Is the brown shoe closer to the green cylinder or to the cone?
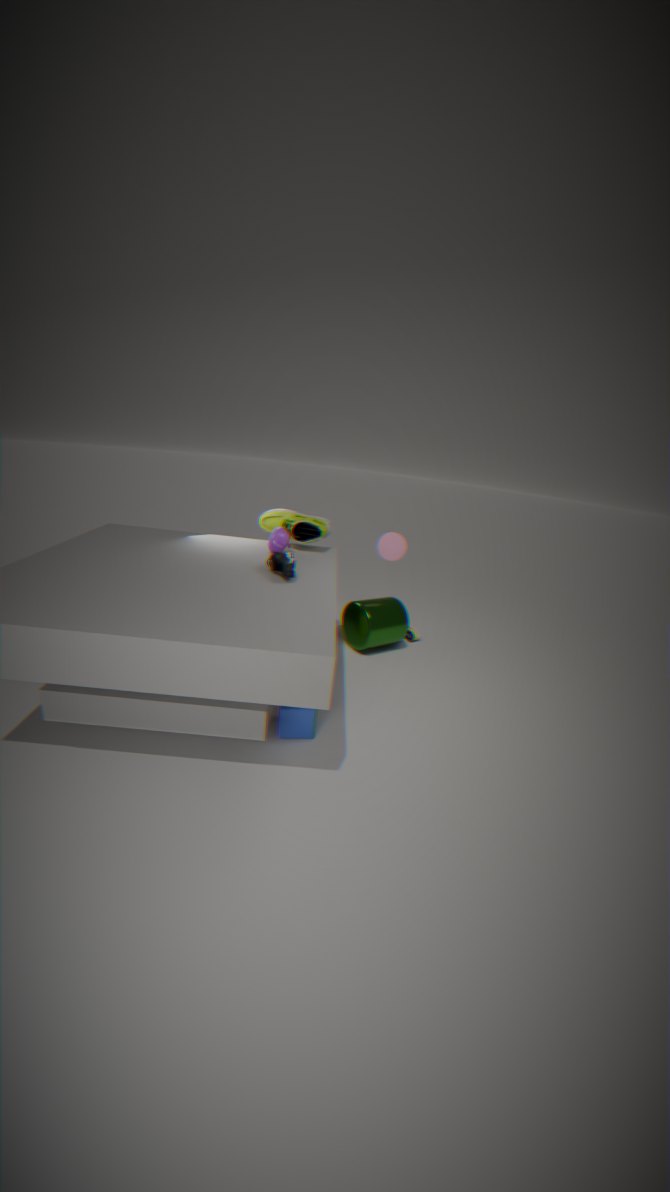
the cone
